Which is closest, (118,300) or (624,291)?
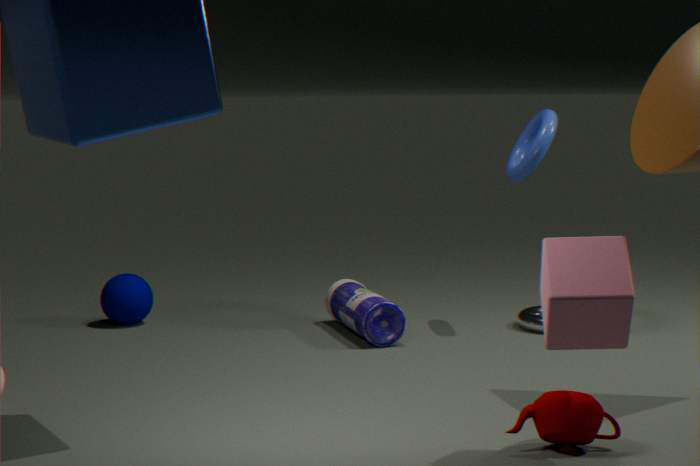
(624,291)
